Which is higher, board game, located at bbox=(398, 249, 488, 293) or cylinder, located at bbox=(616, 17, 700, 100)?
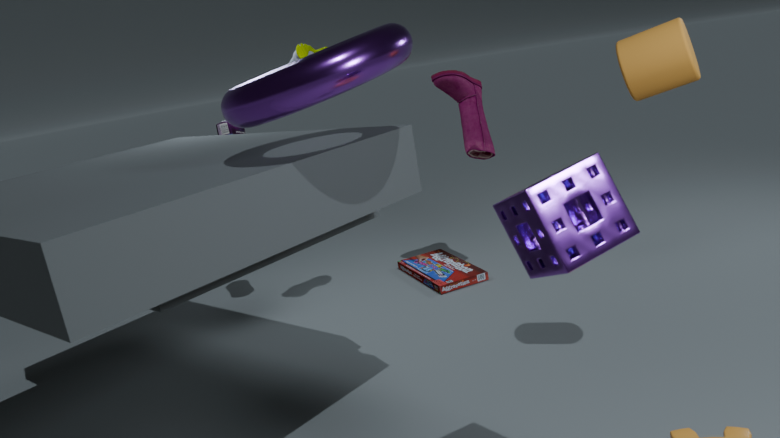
cylinder, located at bbox=(616, 17, 700, 100)
